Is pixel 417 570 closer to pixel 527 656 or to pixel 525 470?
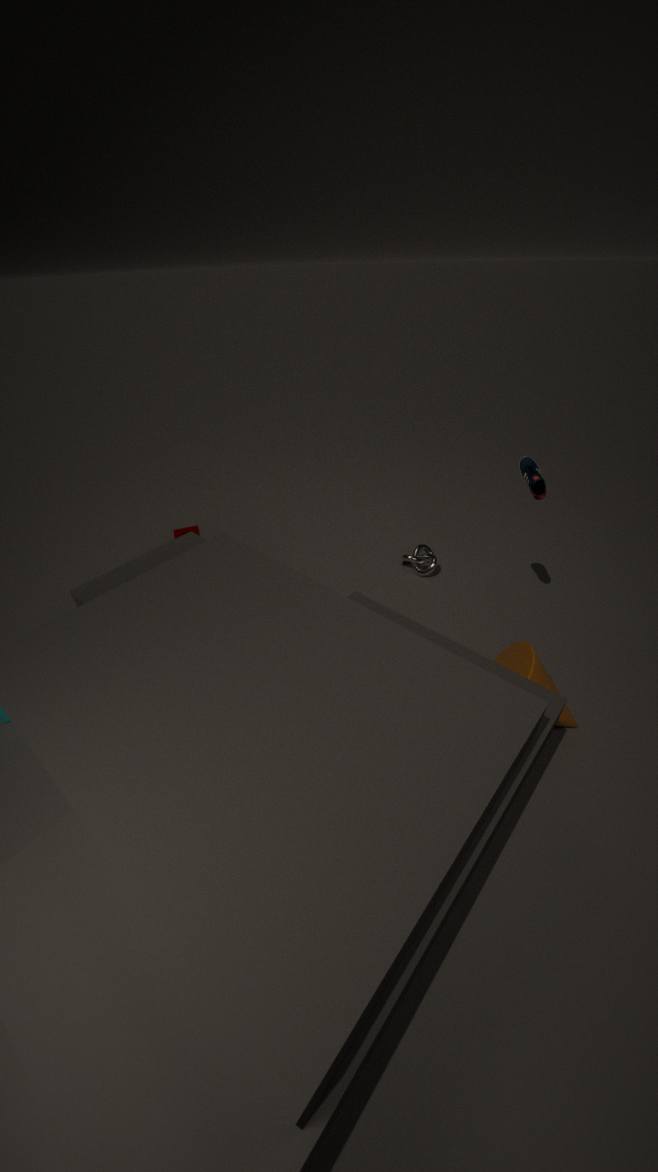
pixel 525 470
